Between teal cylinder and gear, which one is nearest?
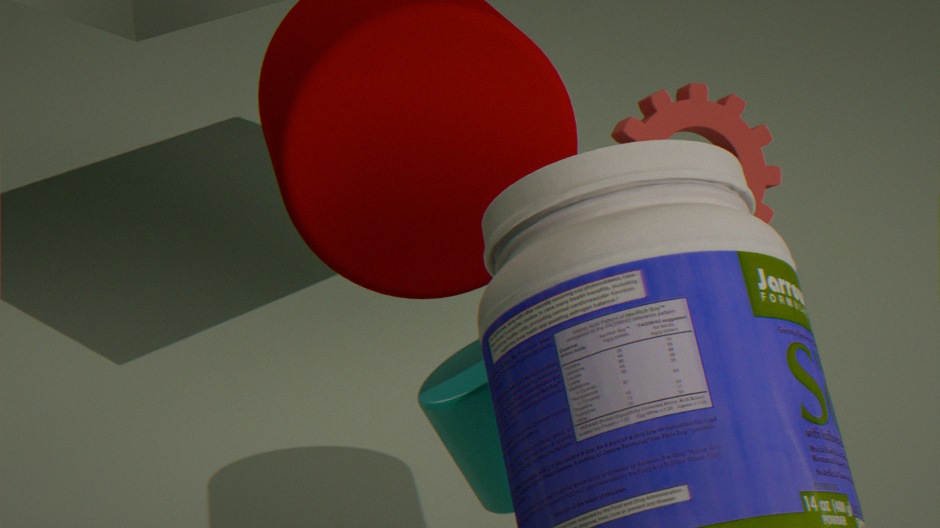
teal cylinder
